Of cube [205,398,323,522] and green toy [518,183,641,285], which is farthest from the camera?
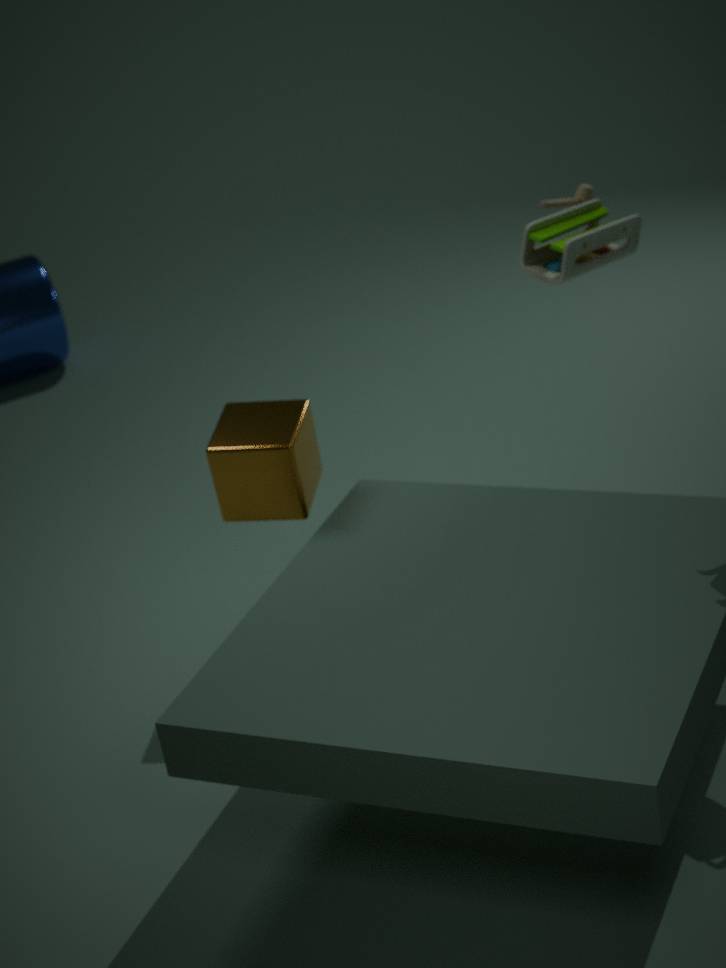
green toy [518,183,641,285]
